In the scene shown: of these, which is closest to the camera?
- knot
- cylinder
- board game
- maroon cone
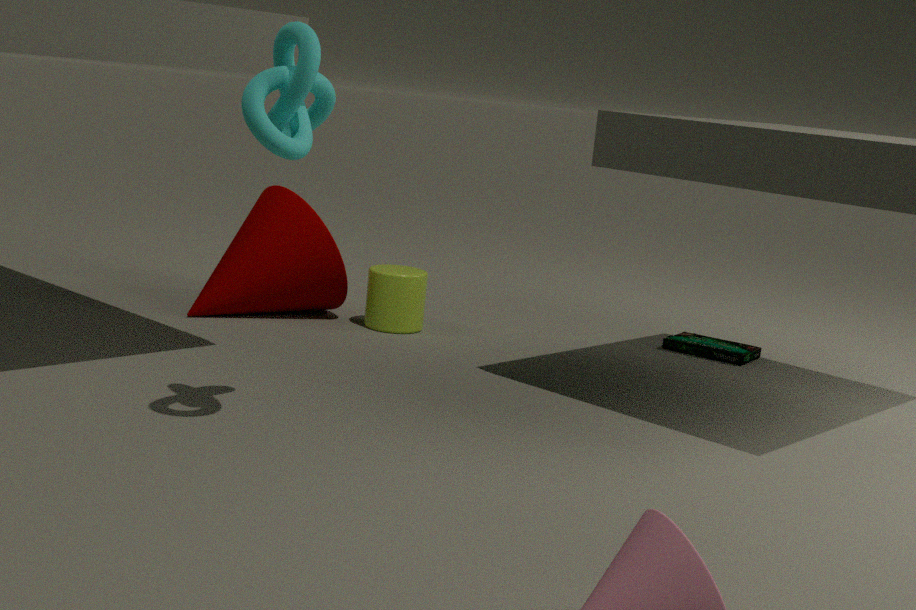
knot
